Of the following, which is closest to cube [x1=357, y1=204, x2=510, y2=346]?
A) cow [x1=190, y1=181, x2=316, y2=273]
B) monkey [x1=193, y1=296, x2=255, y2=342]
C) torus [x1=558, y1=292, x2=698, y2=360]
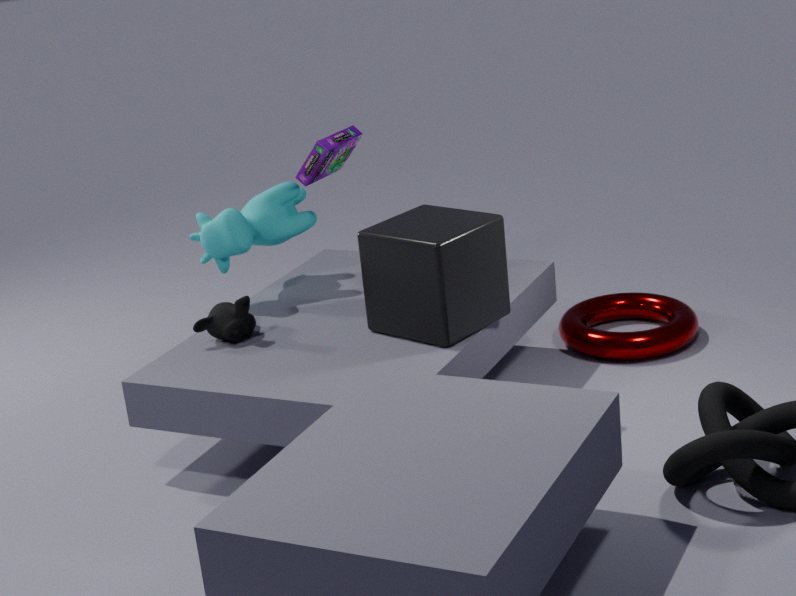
monkey [x1=193, y1=296, x2=255, y2=342]
